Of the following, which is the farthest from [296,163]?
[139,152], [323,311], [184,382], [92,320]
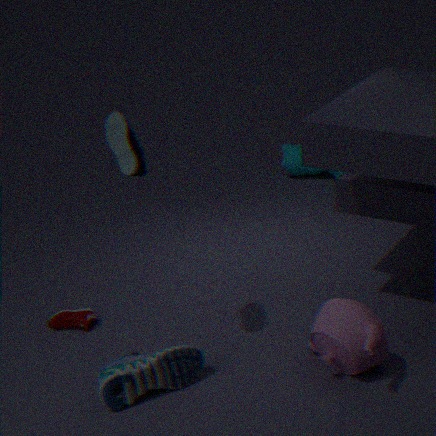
[184,382]
